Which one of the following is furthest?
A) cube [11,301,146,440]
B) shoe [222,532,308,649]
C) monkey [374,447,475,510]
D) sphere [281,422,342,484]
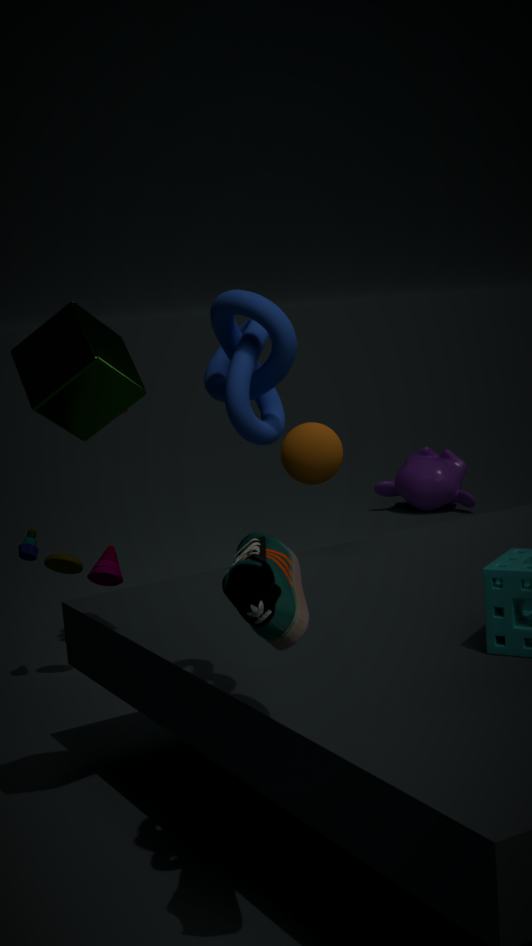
monkey [374,447,475,510]
